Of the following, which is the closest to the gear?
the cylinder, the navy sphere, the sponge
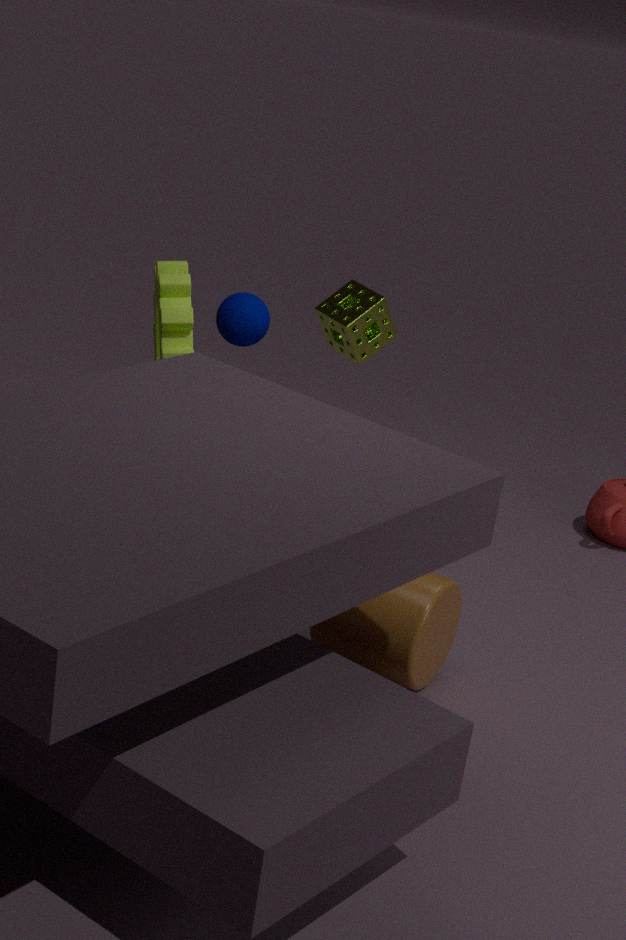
the navy sphere
